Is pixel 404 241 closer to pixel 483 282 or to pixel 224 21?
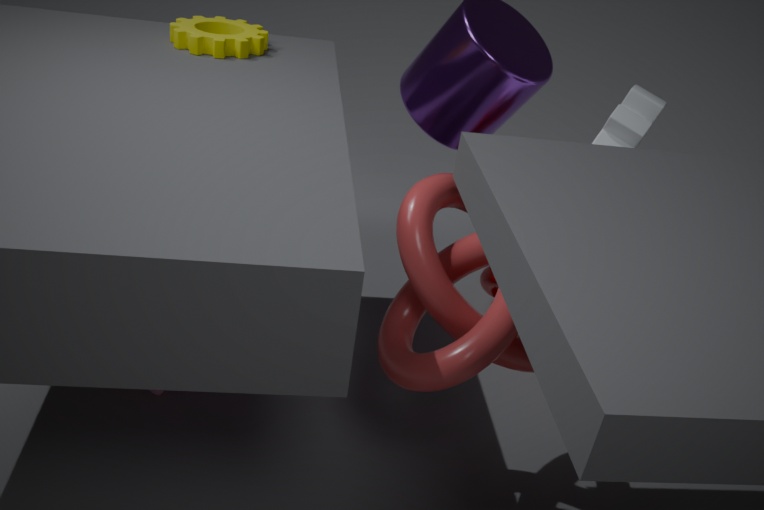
pixel 483 282
